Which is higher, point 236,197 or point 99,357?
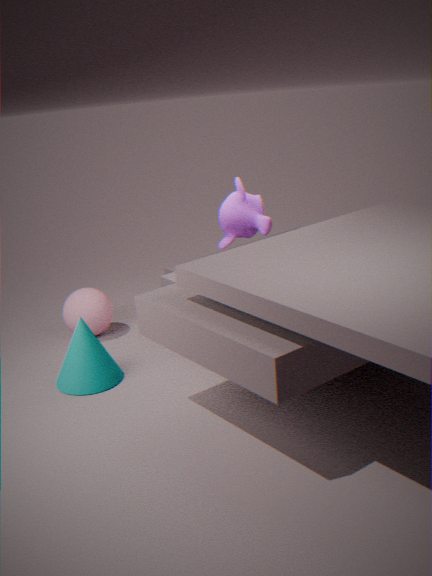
point 236,197
